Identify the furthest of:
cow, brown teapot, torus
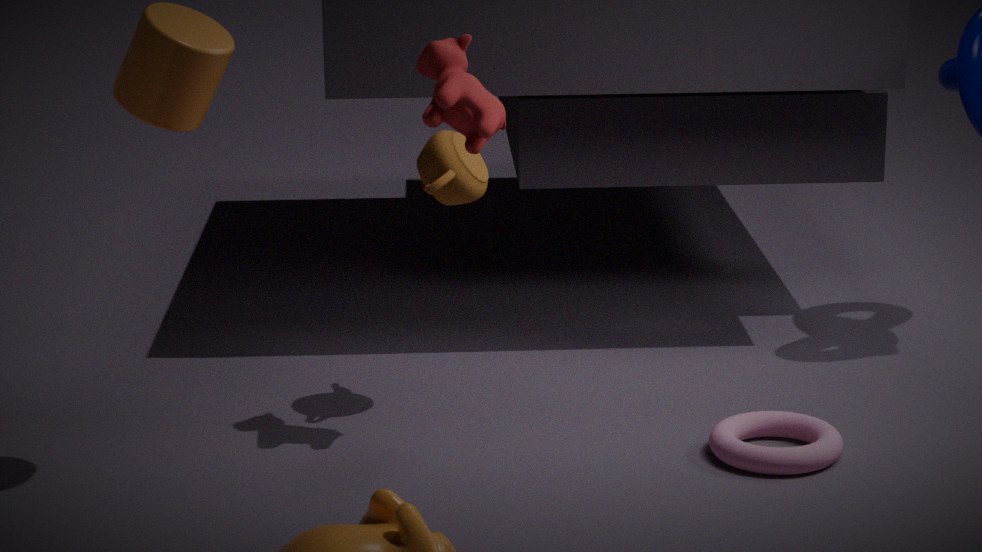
brown teapot
